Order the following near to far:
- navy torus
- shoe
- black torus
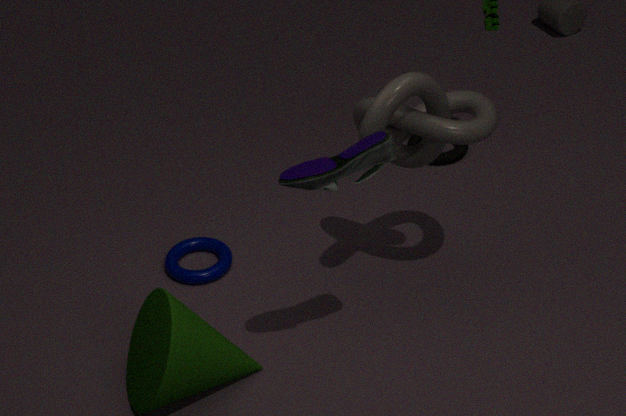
1. shoe
2. navy torus
3. black torus
